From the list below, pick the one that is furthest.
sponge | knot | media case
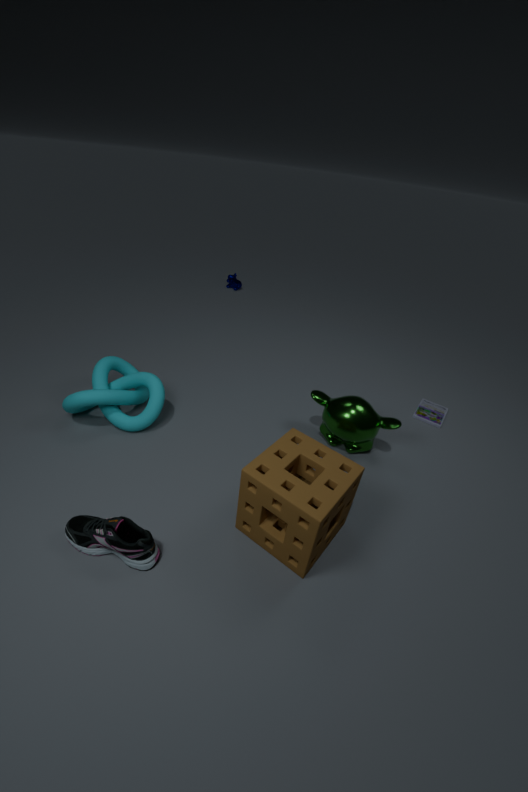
media case
